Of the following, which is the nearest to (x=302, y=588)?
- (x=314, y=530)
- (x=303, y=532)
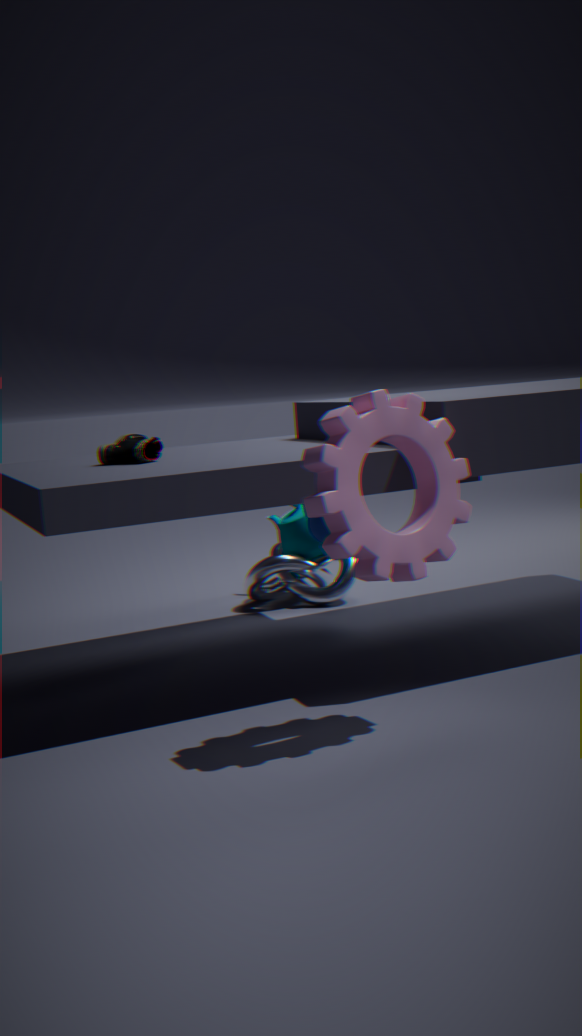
(x=303, y=532)
